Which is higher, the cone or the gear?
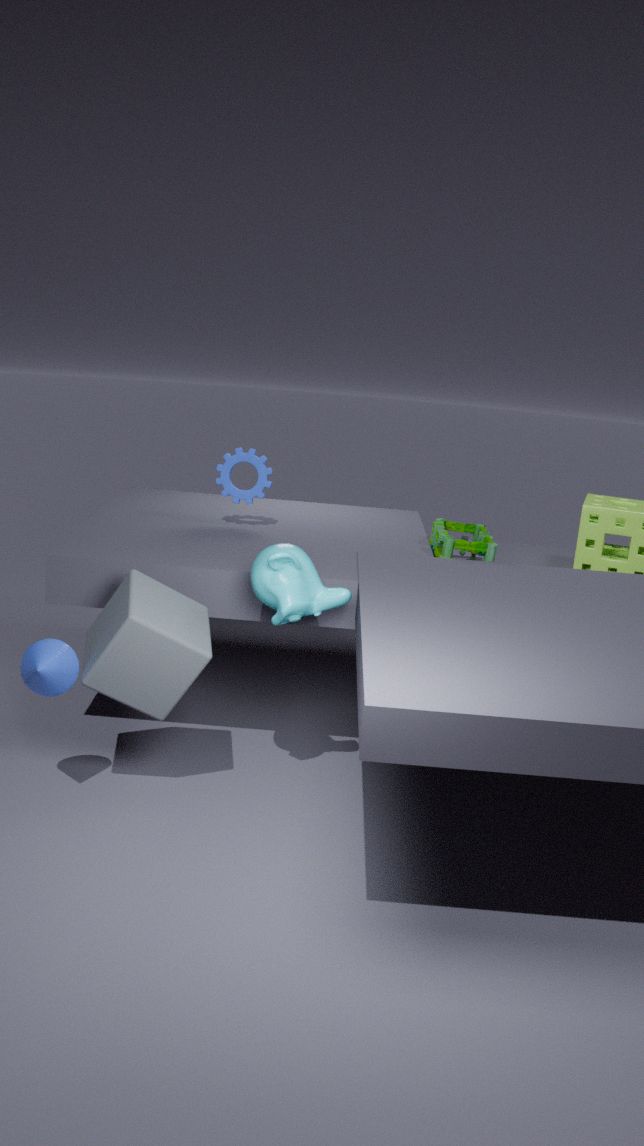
the gear
